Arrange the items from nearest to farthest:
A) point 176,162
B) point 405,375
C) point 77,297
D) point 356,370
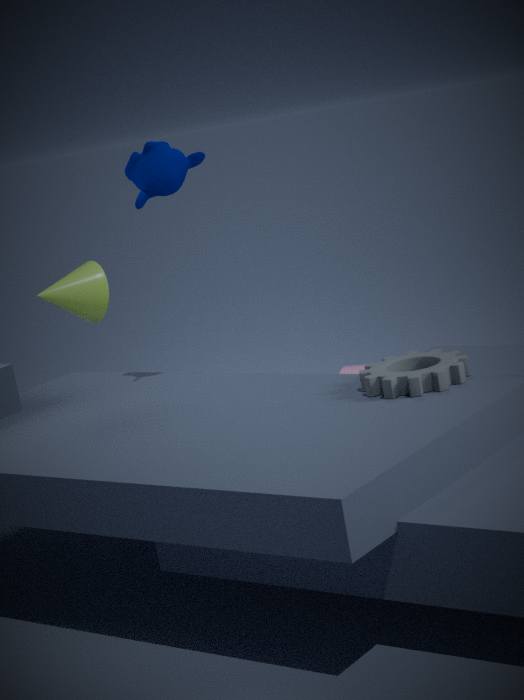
point 405,375 → point 176,162 → point 77,297 → point 356,370
